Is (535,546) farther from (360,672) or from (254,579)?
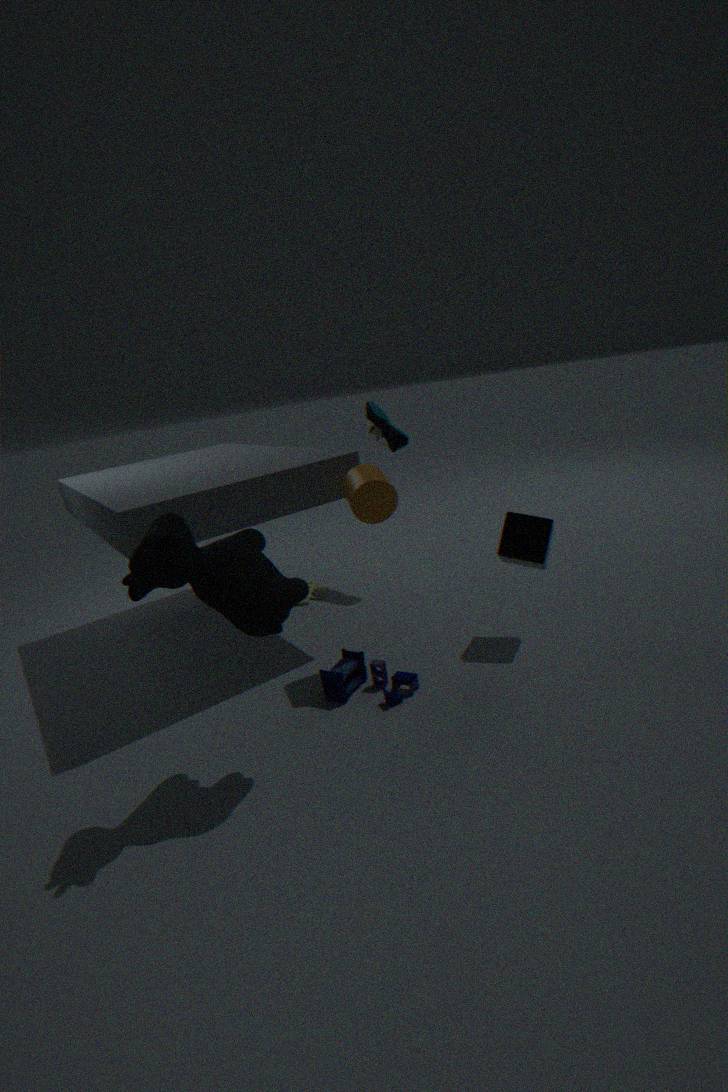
(254,579)
